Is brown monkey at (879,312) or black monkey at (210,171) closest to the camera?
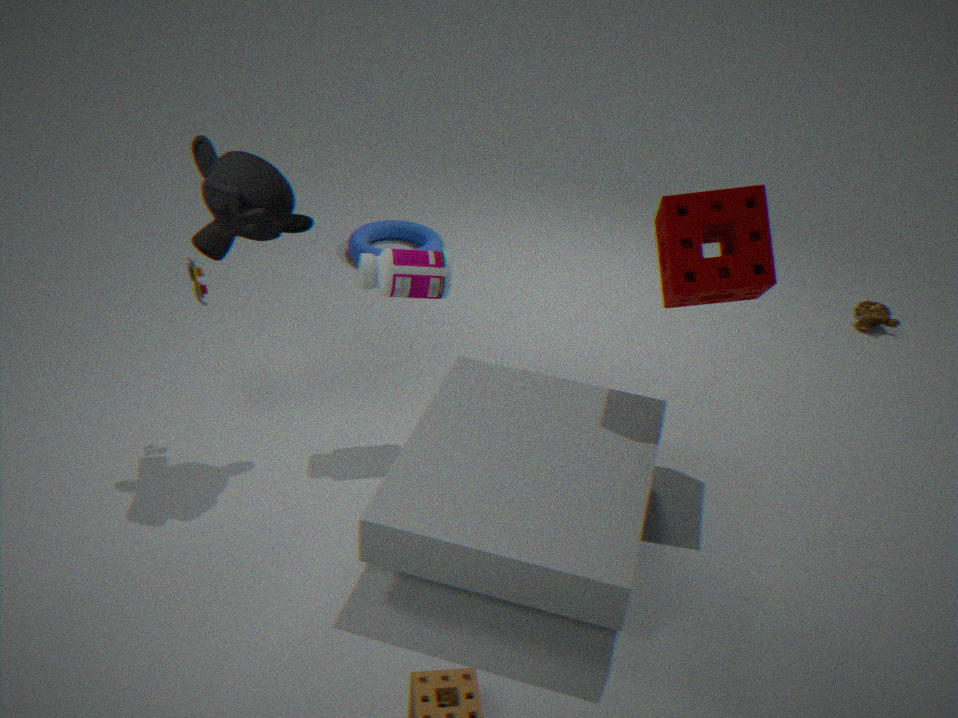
black monkey at (210,171)
